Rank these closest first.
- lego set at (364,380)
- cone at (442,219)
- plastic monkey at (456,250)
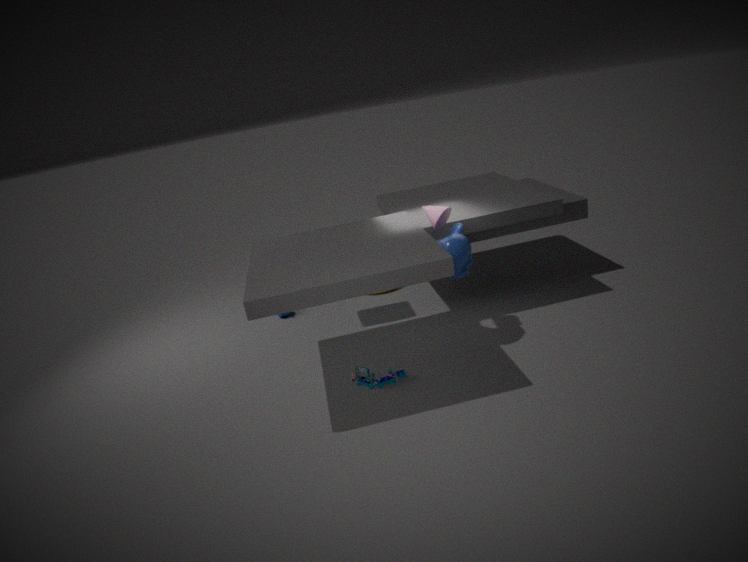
1. lego set at (364,380)
2. plastic monkey at (456,250)
3. cone at (442,219)
